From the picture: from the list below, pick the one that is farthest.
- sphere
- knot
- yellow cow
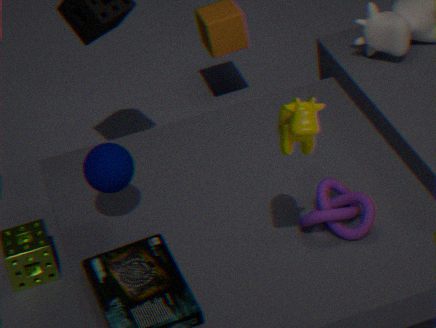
sphere
